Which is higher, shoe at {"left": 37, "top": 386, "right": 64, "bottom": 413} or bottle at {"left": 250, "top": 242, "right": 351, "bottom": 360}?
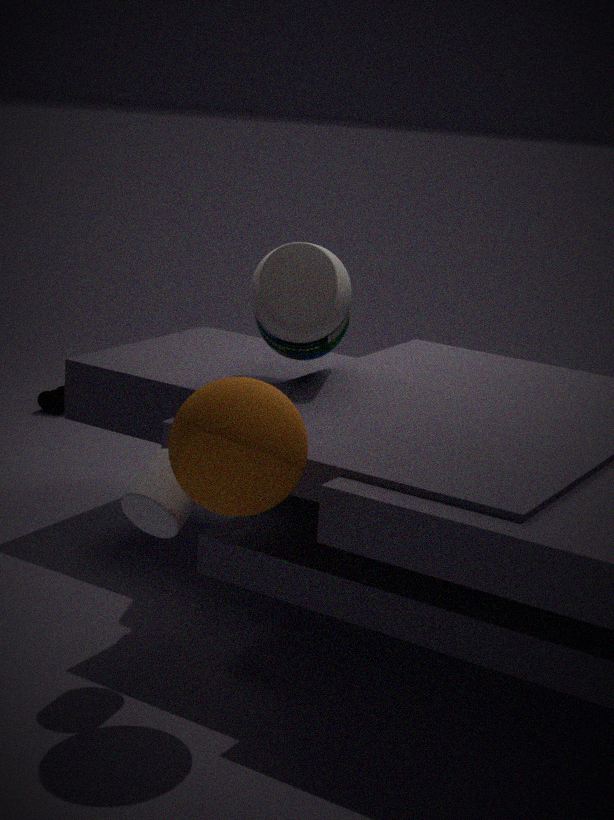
bottle at {"left": 250, "top": 242, "right": 351, "bottom": 360}
